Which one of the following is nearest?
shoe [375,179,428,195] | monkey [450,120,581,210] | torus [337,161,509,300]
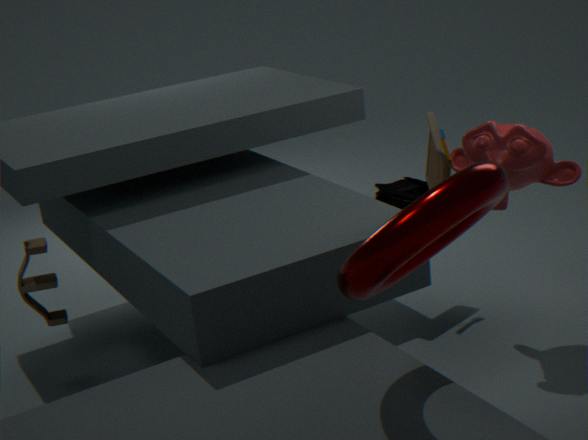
torus [337,161,509,300]
